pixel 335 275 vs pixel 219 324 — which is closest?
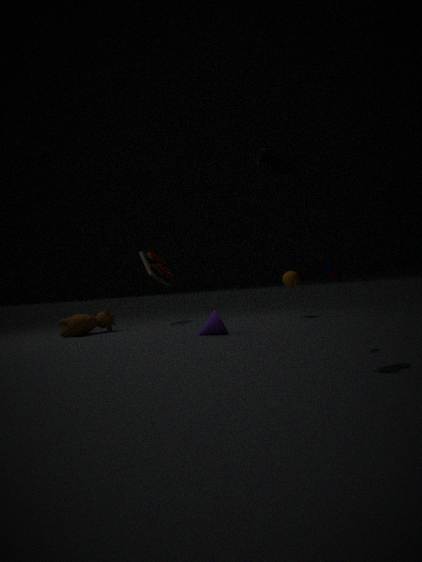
pixel 335 275
